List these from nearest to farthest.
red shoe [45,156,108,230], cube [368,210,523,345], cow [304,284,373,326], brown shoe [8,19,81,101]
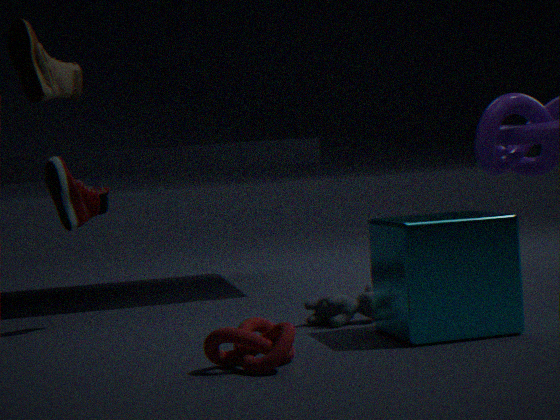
cube [368,210,523,345], cow [304,284,373,326], red shoe [45,156,108,230], brown shoe [8,19,81,101]
